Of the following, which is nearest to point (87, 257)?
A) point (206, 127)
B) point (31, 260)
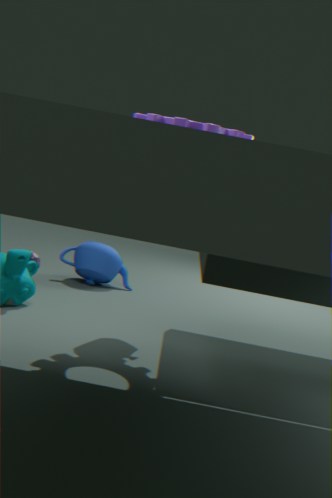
point (31, 260)
